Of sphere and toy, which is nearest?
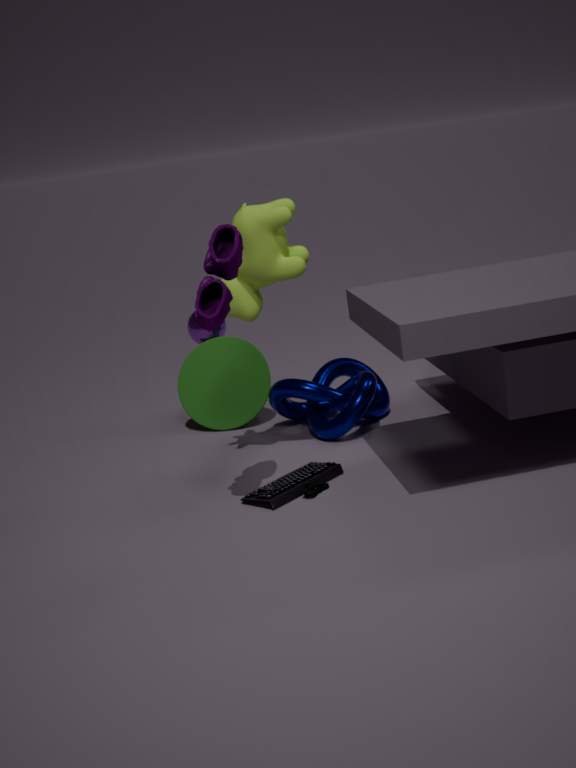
toy
